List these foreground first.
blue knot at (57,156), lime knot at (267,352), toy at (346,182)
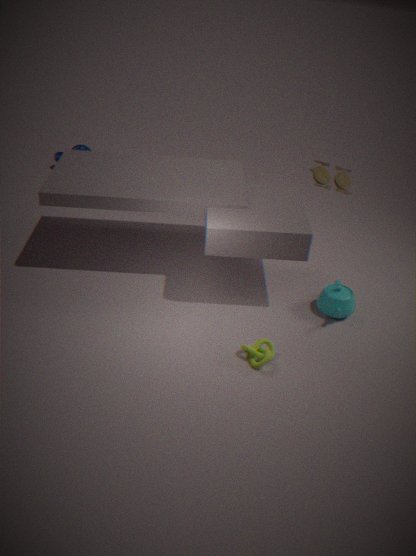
lime knot at (267,352) < toy at (346,182) < blue knot at (57,156)
